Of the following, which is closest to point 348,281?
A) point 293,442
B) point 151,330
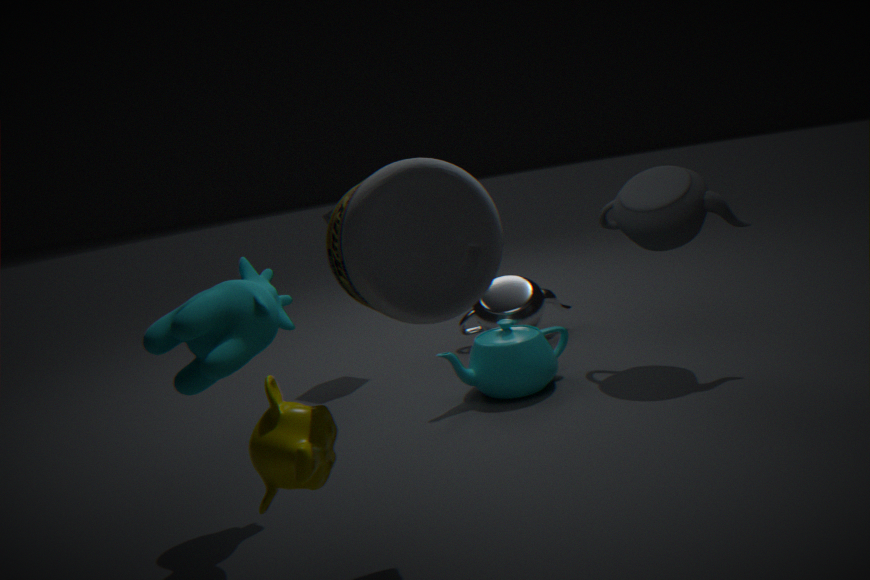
point 293,442
